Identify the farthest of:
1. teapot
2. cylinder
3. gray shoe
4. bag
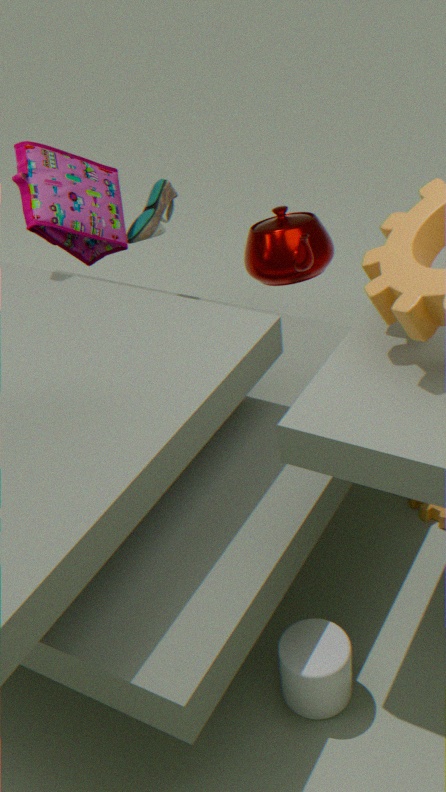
teapot
